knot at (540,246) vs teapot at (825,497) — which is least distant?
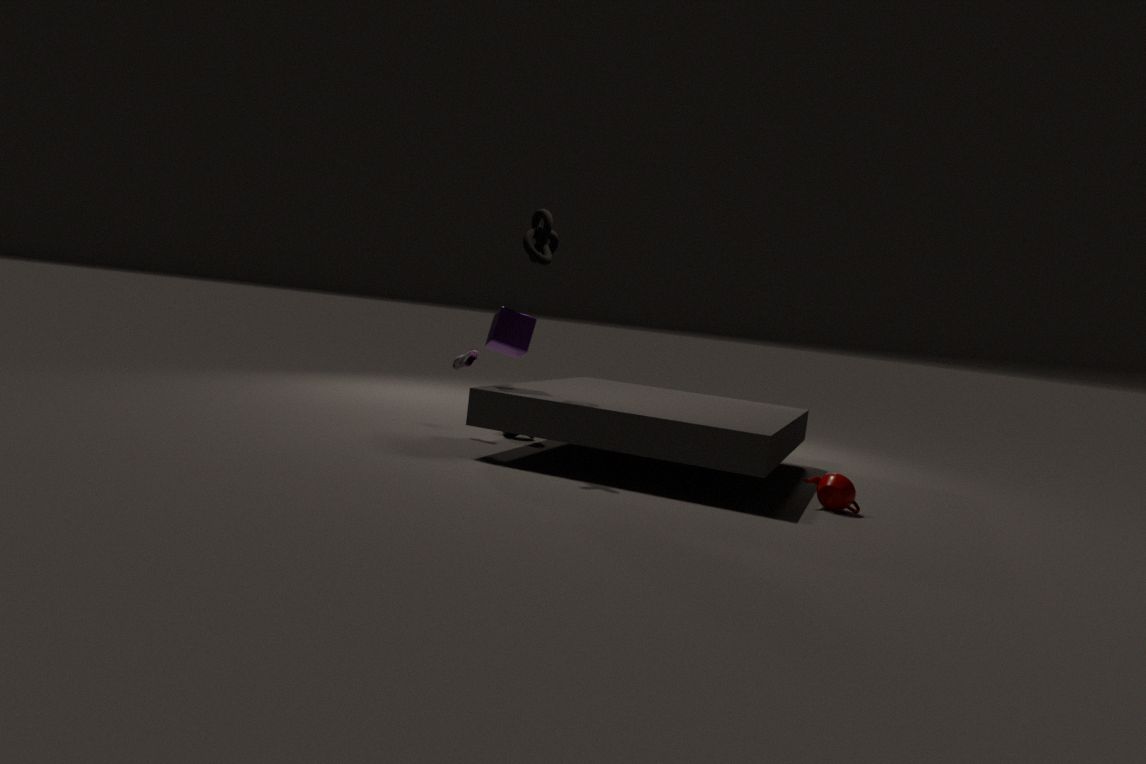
teapot at (825,497)
